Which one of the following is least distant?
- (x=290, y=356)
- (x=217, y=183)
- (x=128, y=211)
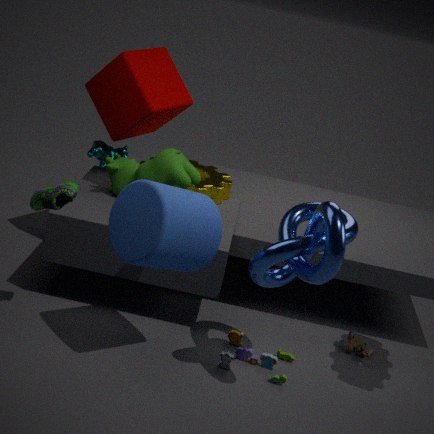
(x=128, y=211)
